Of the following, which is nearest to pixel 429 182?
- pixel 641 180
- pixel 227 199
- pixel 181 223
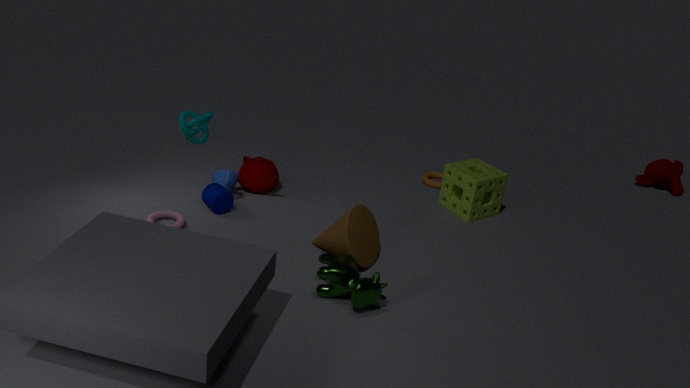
pixel 227 199
